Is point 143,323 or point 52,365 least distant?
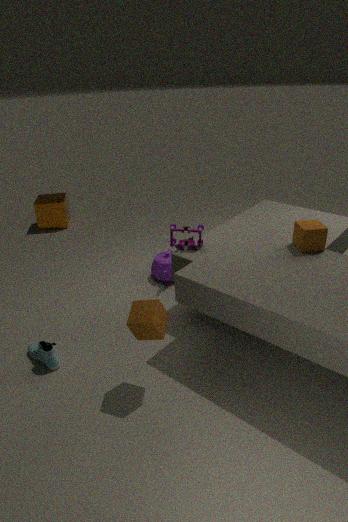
point 143,323
